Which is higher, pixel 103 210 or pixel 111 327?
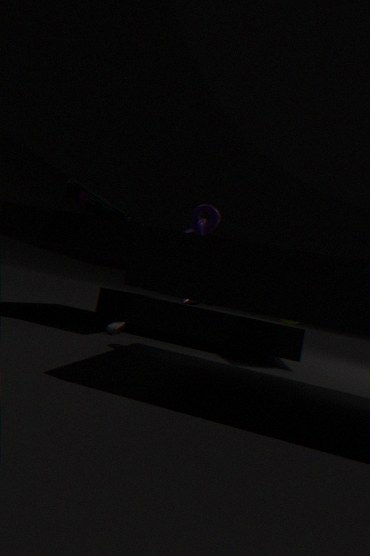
pixel 103 210
